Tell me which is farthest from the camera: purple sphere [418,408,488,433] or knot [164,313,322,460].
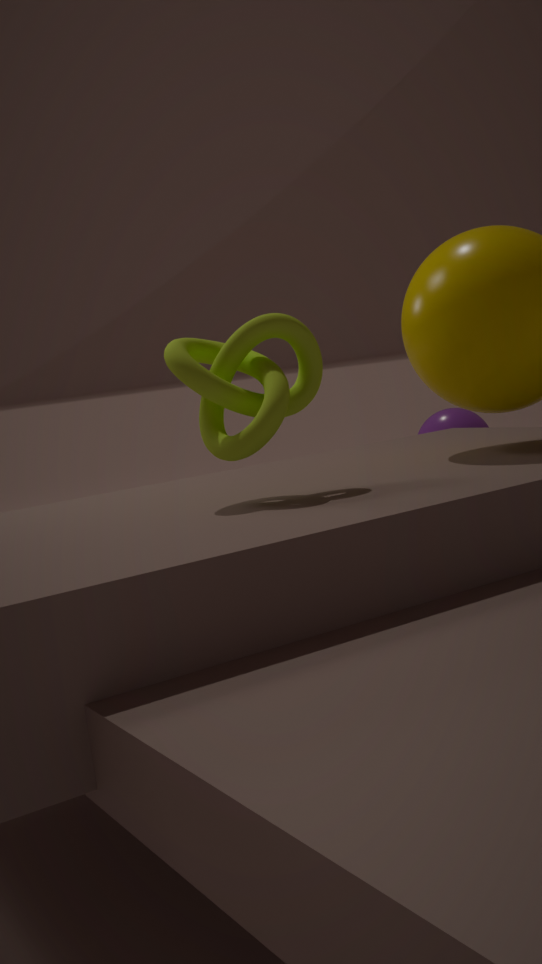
purple sphere [418,408,488,433]
